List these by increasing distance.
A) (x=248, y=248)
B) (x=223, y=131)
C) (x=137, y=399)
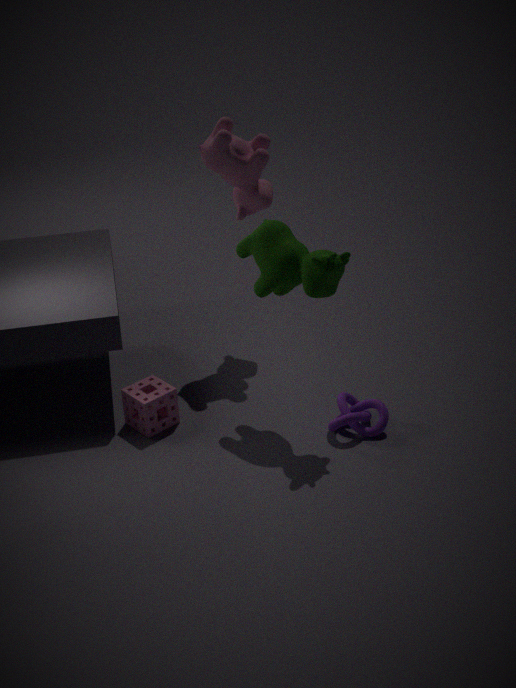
(x=248, y=248), (x=137, y=399), (x=223, y=131)
